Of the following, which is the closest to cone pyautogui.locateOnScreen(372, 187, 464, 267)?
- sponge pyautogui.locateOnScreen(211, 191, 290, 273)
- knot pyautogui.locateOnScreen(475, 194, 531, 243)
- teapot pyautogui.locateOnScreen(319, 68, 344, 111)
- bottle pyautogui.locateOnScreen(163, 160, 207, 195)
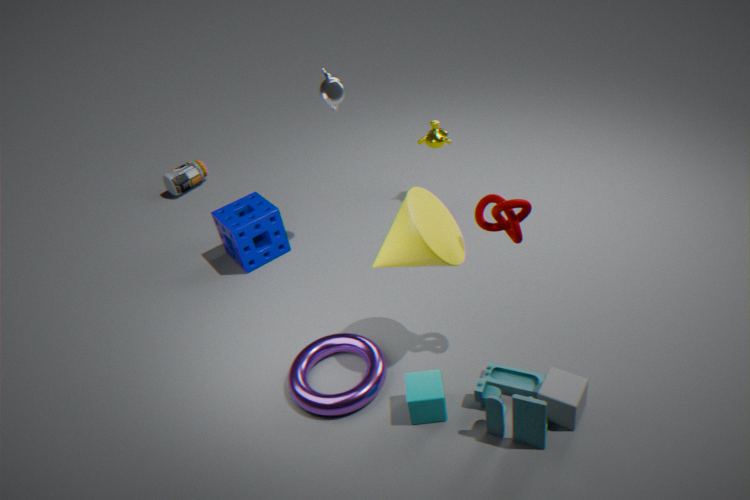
knot pyautogui.locateOnScreen(475, 194, 531, 243)
